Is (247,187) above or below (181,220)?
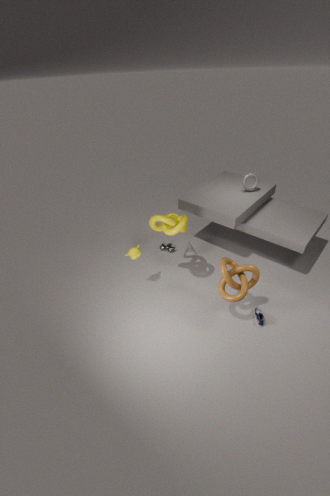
above
